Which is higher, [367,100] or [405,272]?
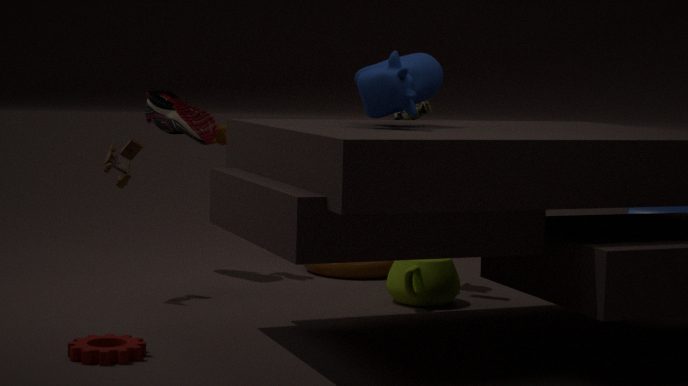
[367,100]
